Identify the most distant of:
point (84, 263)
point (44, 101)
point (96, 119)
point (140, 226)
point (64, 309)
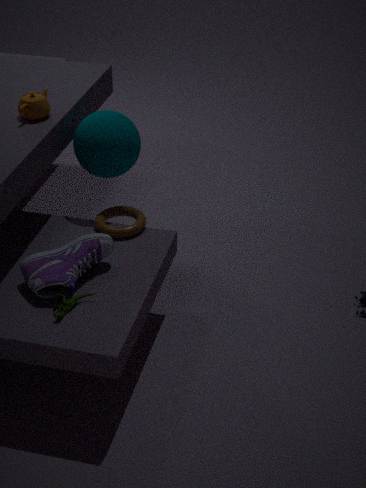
point (96, 119)
